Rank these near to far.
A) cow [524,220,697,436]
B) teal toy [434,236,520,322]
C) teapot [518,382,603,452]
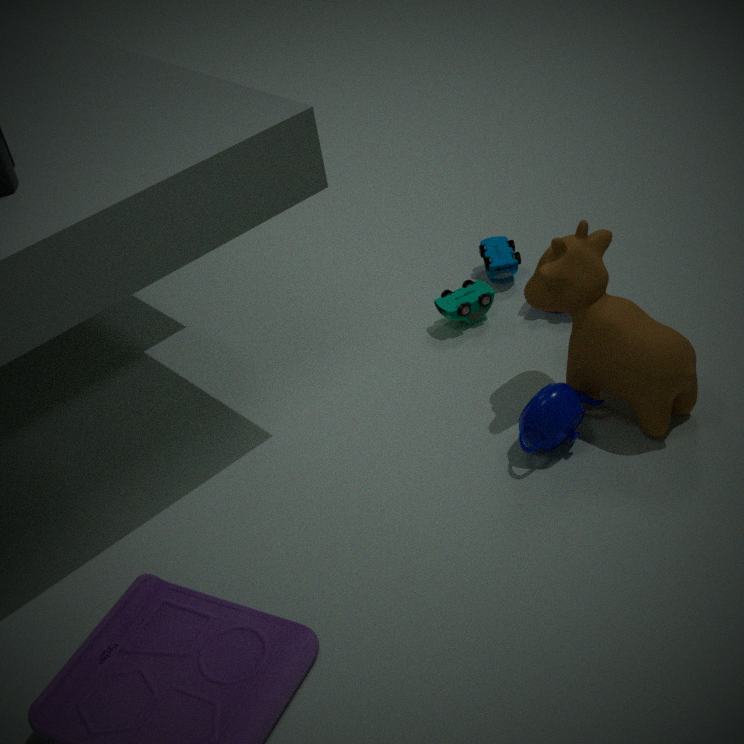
cow [524,220,697,436] → teapot [518,382,603,452] → teal toy [434,236,520,322]
